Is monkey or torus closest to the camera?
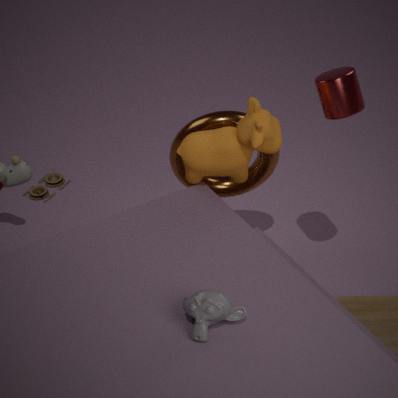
monkey
